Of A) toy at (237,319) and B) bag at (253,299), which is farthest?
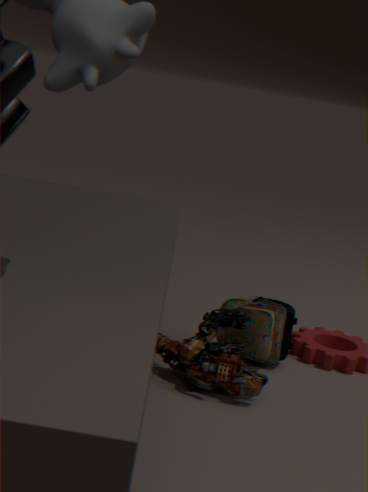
B. bag at (253,299)
